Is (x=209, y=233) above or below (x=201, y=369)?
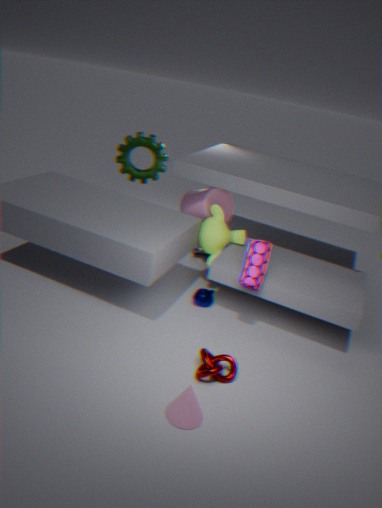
above
